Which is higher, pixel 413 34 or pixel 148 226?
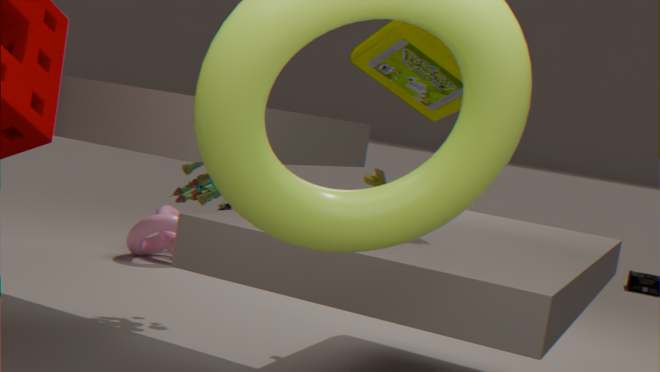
pixel 413 34
